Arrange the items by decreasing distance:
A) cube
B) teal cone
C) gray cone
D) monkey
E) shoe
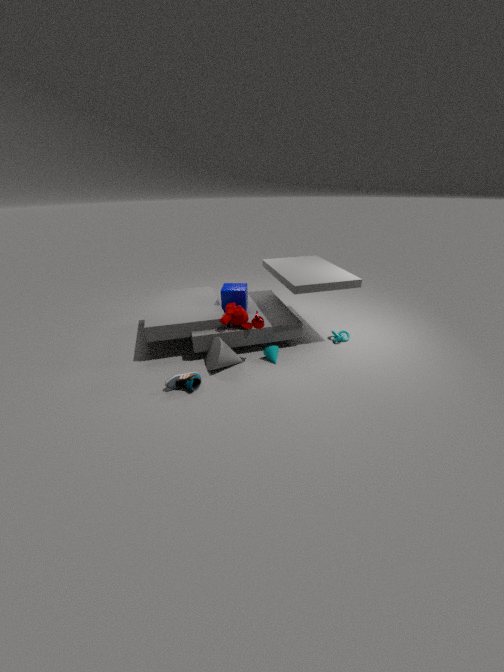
cube
teal cone
monkey
gray cone
shoe
